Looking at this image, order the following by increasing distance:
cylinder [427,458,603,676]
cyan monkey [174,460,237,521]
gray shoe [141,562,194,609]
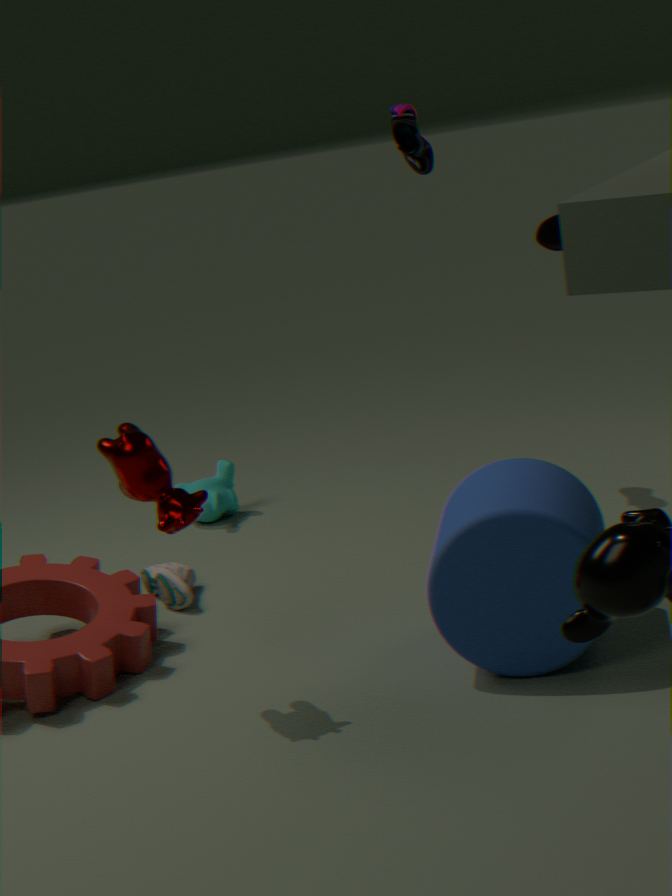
1. cylinder [427,458,603,676]
2. gray shoe [141,562,194,609]
3. cyan monkey [174,460,237,521]
